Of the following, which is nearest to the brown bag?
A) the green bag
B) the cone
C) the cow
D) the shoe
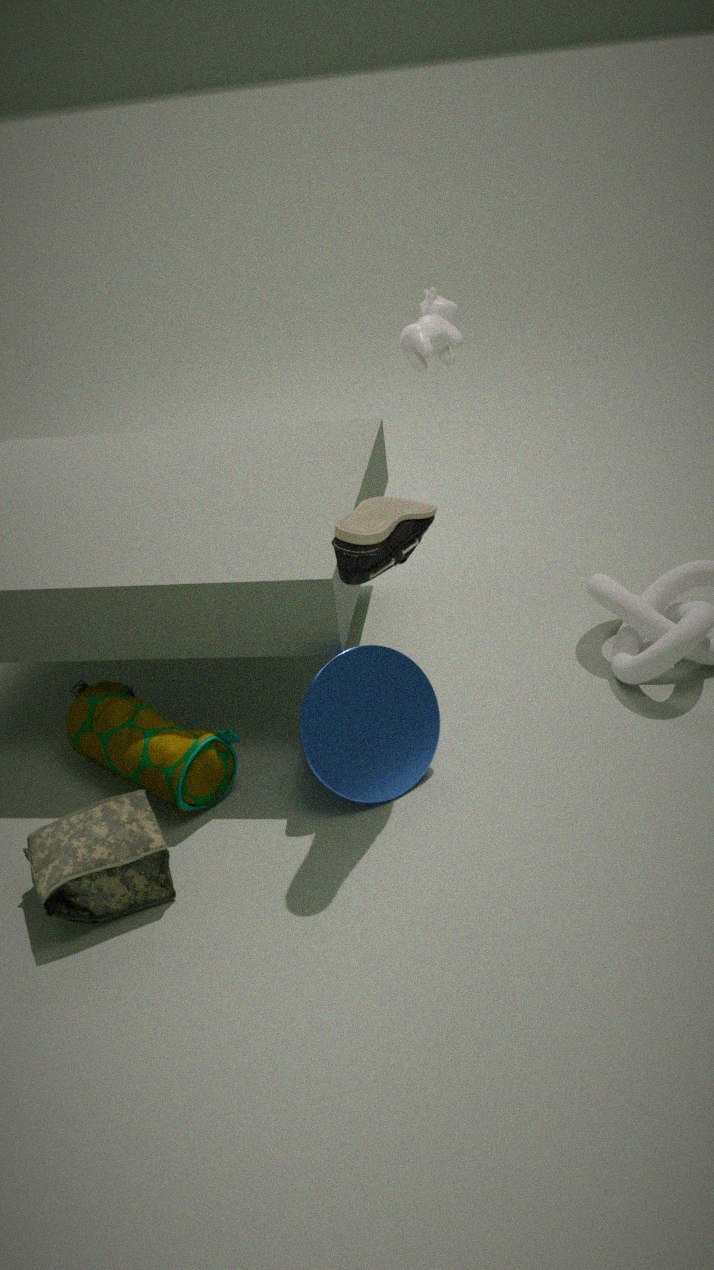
the green bag
